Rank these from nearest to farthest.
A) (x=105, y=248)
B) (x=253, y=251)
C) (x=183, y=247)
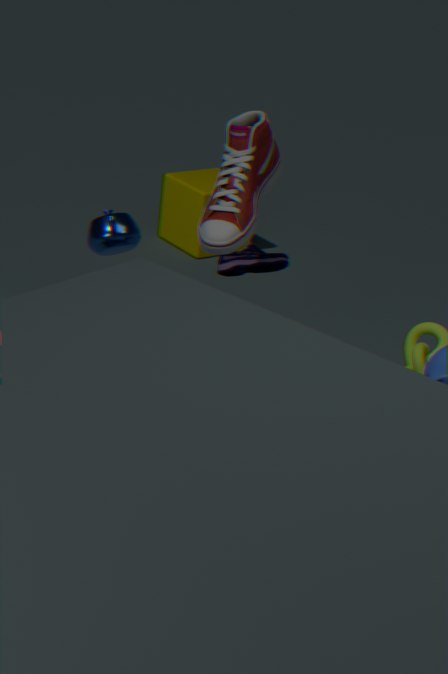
(x=105, y=248) → (x=253, y=251) → (x=183, y=247)
